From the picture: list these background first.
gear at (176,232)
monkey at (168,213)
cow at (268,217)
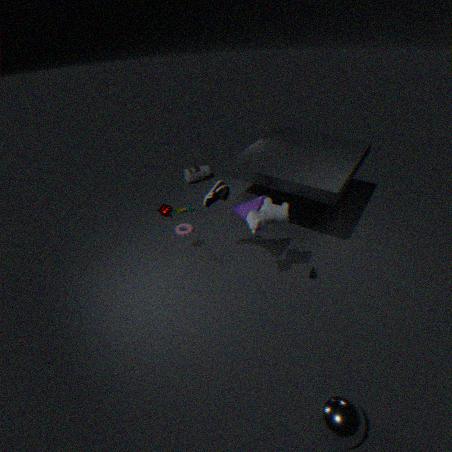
gear at (176,232) → monkey at (168,213) → cow at (268,217)
